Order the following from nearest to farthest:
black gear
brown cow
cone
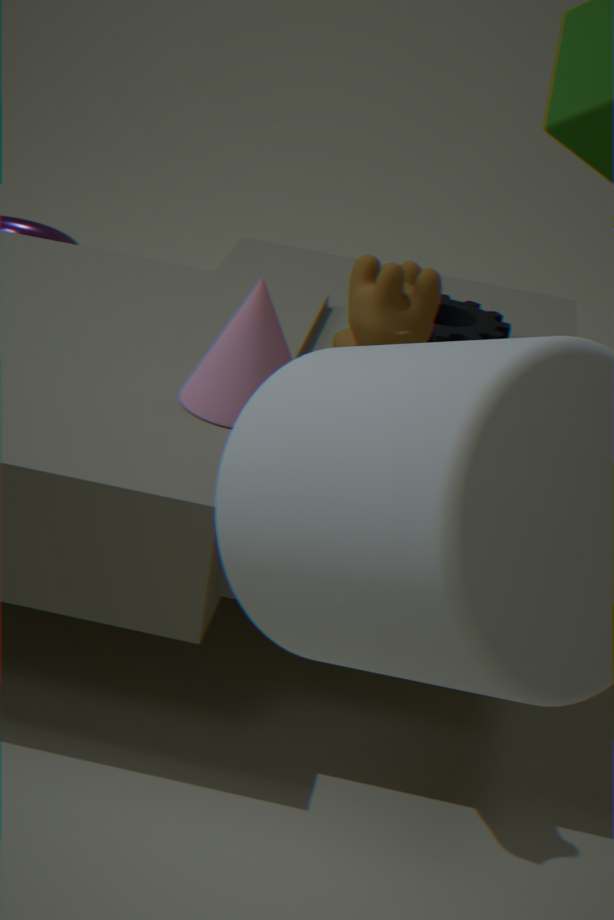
brown cow < cone < black gear
